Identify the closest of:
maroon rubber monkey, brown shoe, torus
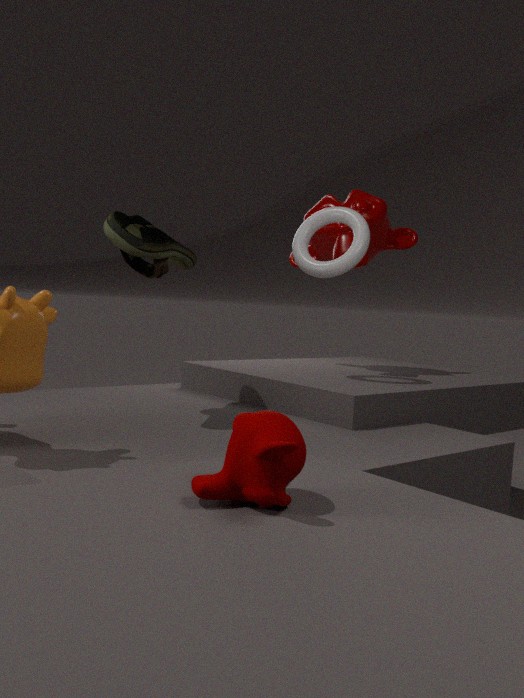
maroon rubber monkey
